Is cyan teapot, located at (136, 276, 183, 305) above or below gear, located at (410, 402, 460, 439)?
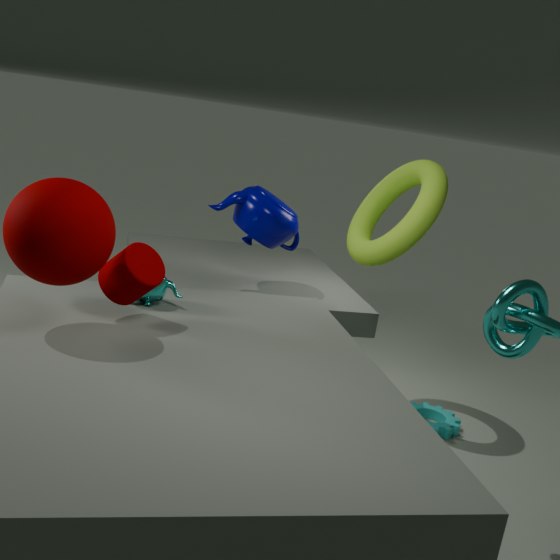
above
